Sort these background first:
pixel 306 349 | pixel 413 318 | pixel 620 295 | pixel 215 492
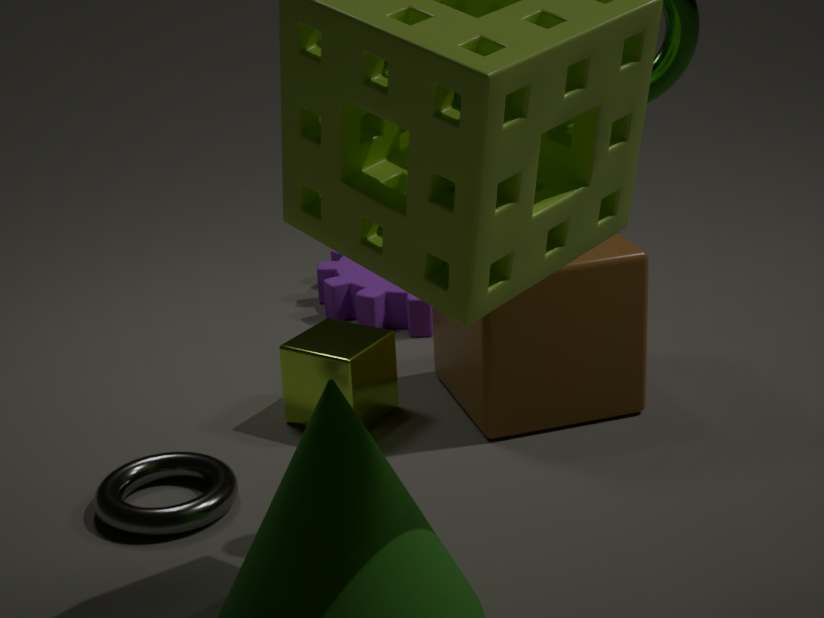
pixel 413 318, pixel 306 349, pixel 620 295, pixel 215 492
